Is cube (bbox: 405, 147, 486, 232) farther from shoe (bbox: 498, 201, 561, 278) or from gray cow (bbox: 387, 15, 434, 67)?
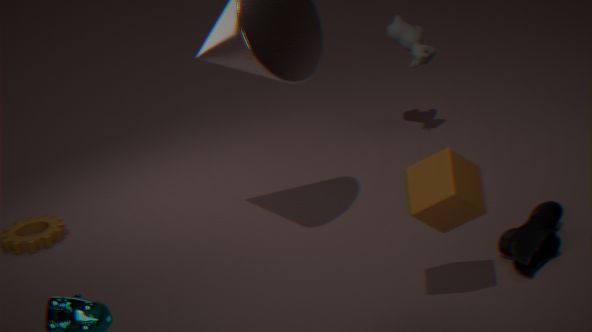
gray cow (bbox: 387, 15, 434, 67)
